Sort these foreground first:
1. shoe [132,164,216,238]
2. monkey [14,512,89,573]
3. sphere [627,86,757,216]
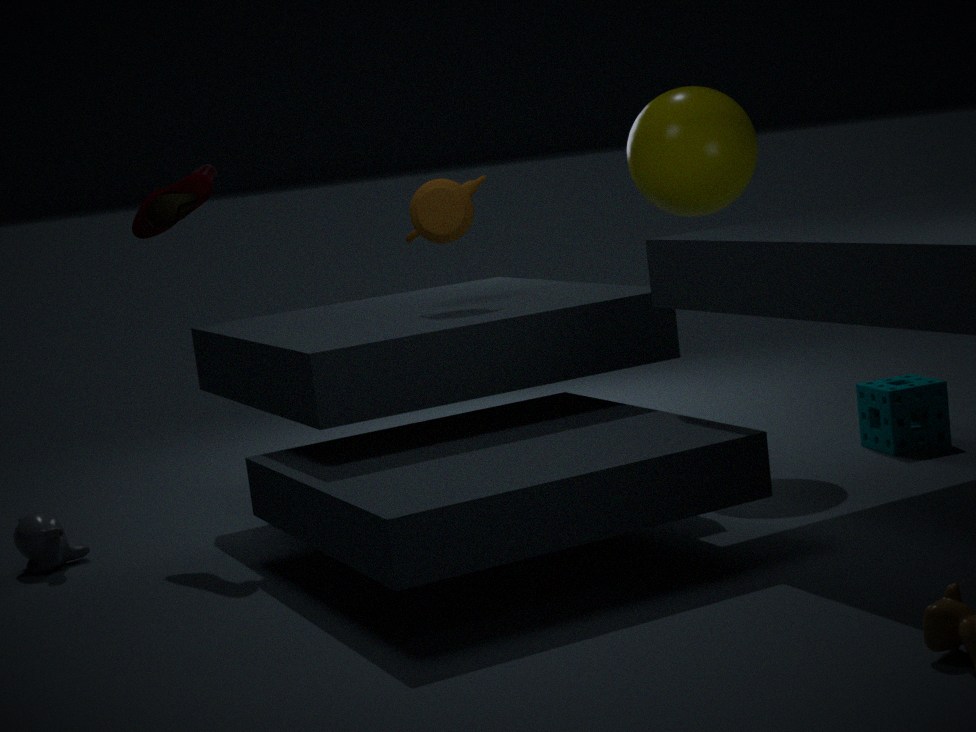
shoe [132,164,216,238], monkey [14,512,89,573], sphere [627,86,757,216]
